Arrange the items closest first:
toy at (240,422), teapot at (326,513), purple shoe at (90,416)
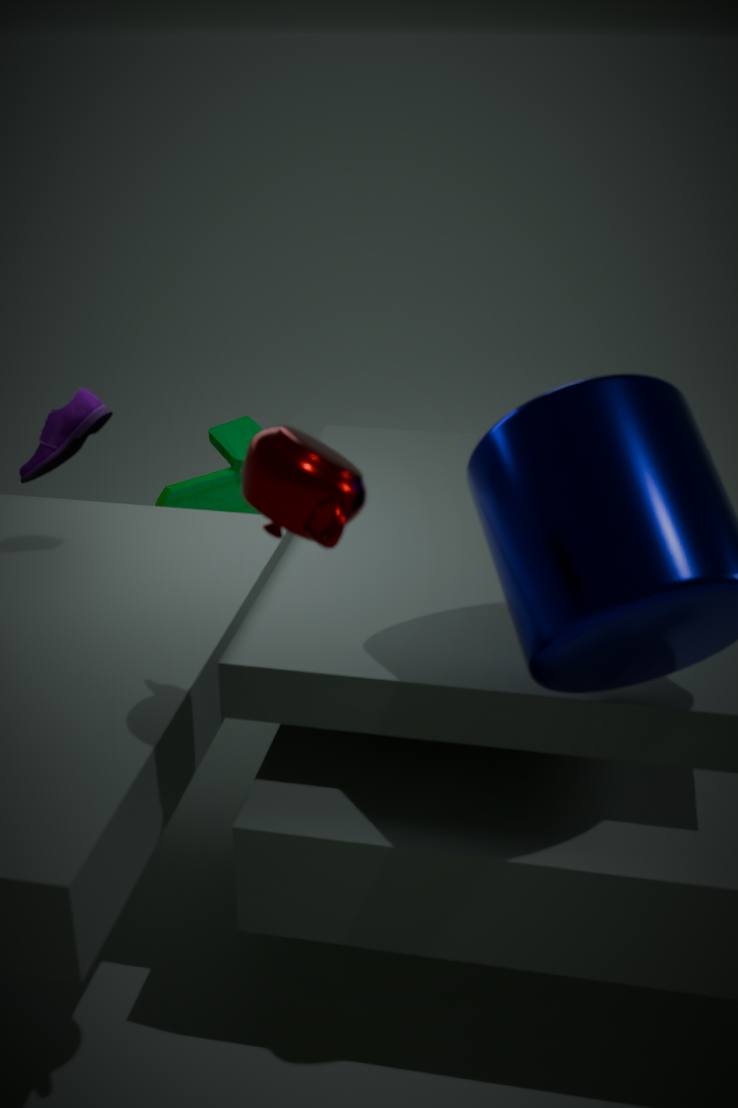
teapot at (326,513) → purple shoe at (90,416) → toy at (240,422)
